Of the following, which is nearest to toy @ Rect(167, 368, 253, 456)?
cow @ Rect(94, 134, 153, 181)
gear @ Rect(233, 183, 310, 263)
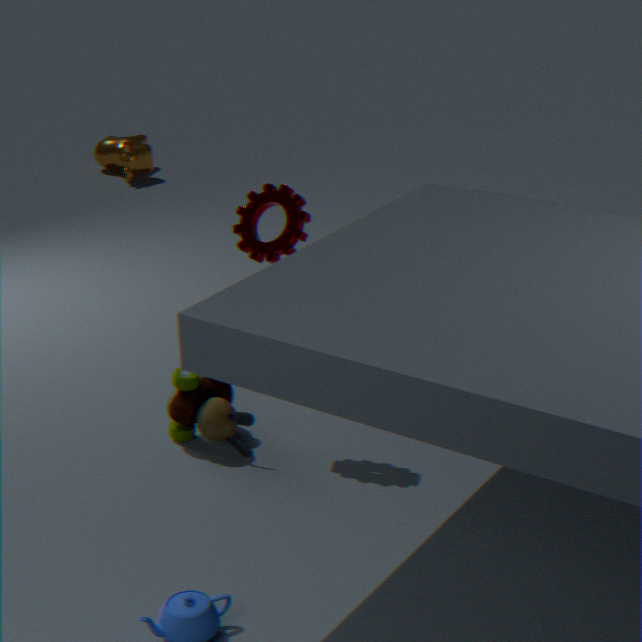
gear @ Rect(233, 183, 310, 263)
